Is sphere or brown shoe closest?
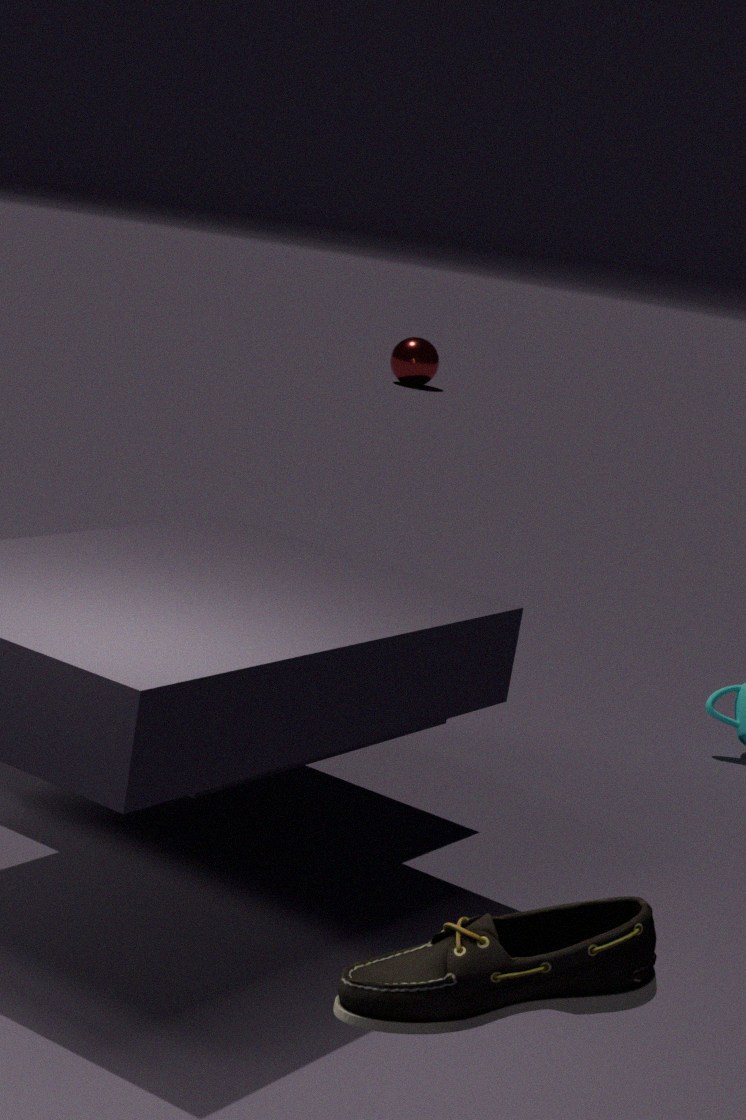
brown shoe
